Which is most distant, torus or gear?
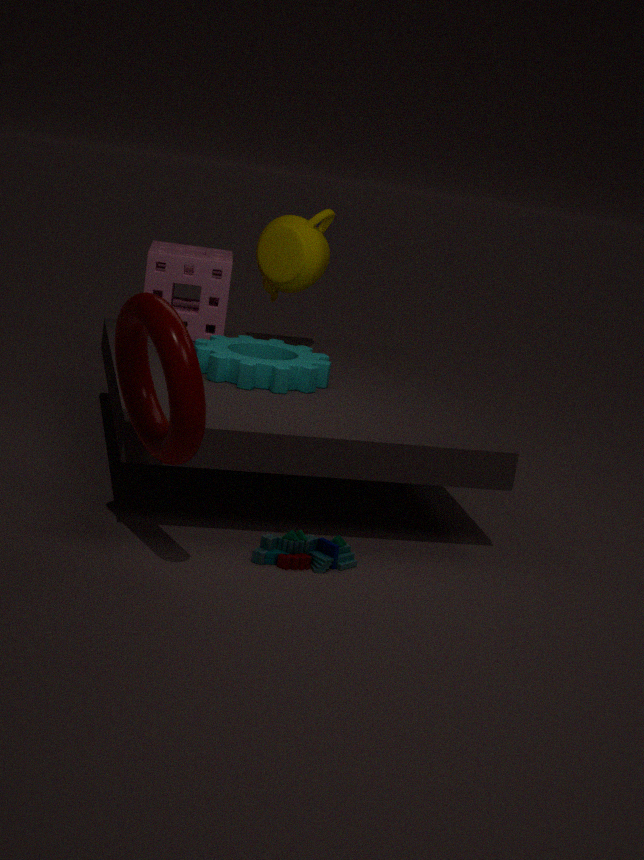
gear
